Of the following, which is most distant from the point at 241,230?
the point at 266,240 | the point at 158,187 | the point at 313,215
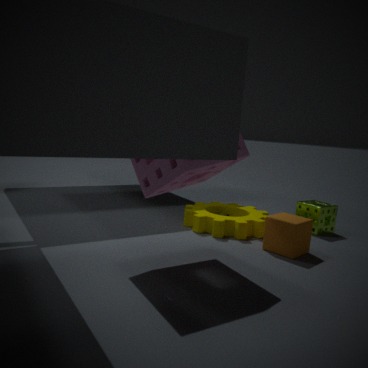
the point at 158,187
